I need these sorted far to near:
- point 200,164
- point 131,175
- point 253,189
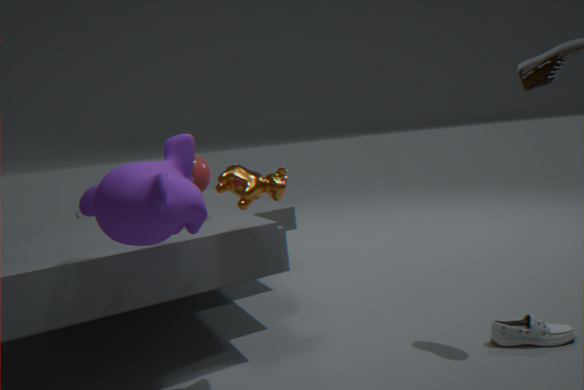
point 200,164
point 253,189
point 131,175
